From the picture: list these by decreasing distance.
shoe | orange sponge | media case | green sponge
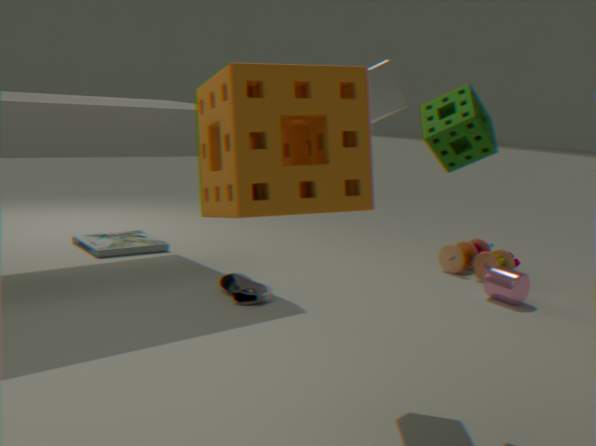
media case < shoe < green sponge < orange sponge
